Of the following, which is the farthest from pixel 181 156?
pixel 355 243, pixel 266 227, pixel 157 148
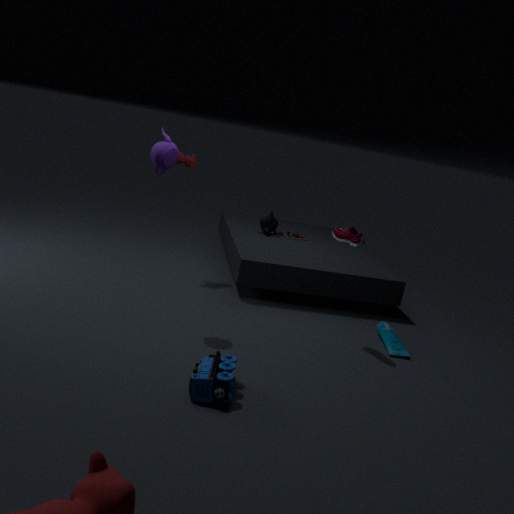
pixel 355 243
